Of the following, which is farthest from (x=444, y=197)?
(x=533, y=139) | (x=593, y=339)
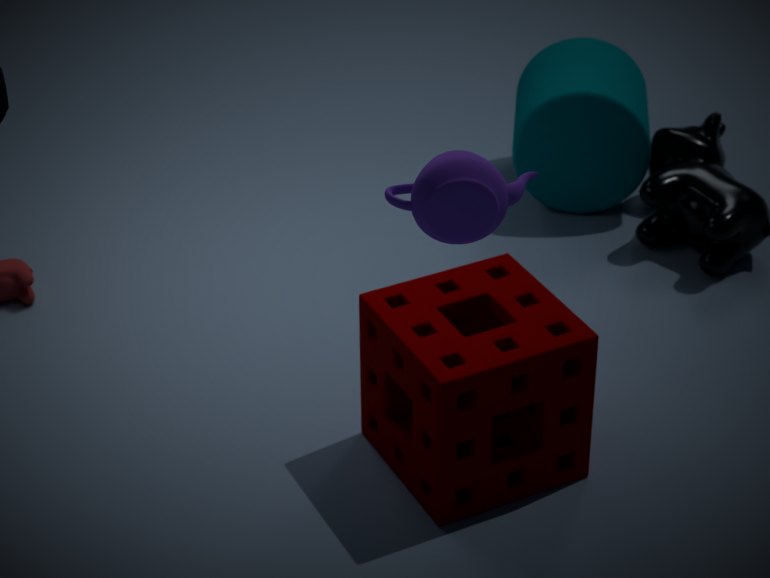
(x=533, y=139)
